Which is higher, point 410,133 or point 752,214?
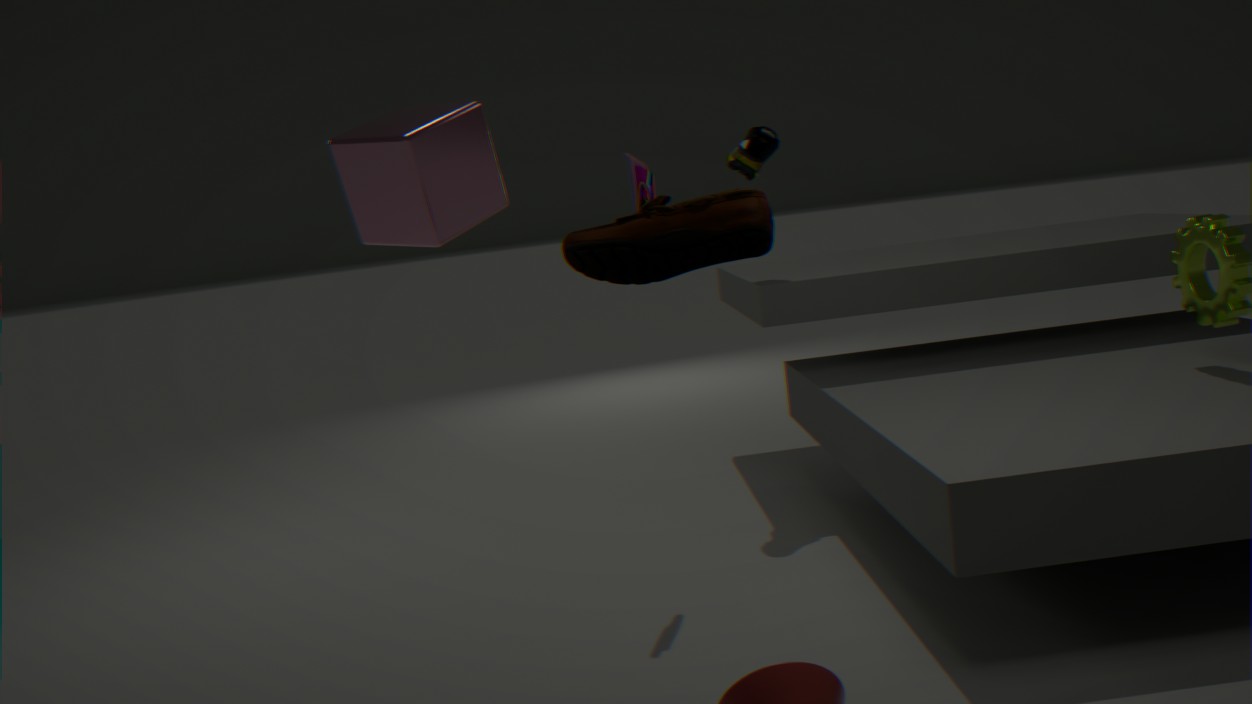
point 410,133
